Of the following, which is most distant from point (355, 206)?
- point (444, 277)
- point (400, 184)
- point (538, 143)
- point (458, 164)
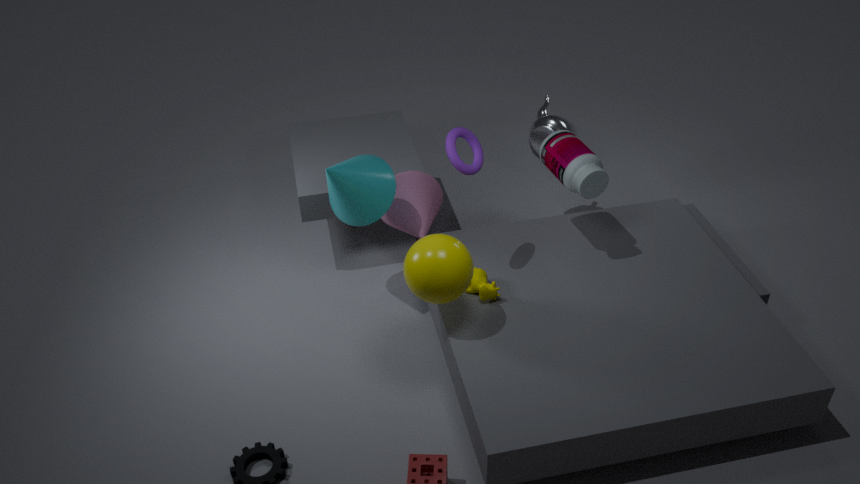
point (538, 143)
